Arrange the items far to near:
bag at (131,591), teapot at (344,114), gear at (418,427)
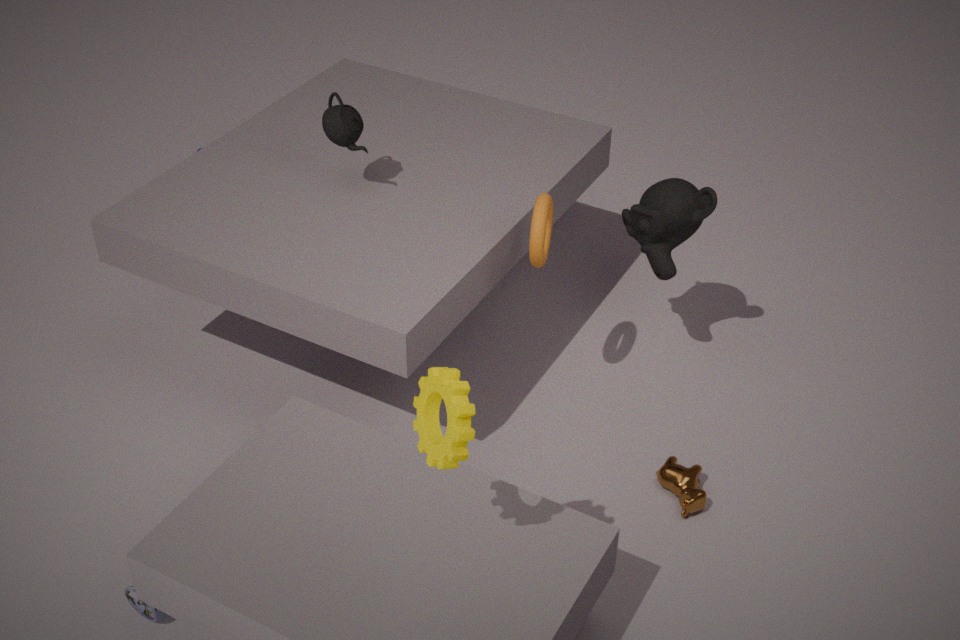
teapot at (344,114)
bag at (131,591)
gear at (418,427)
